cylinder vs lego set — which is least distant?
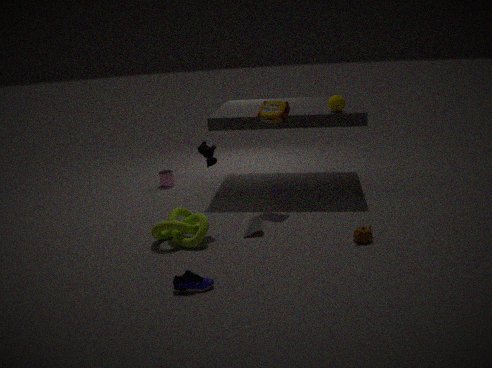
lego set
